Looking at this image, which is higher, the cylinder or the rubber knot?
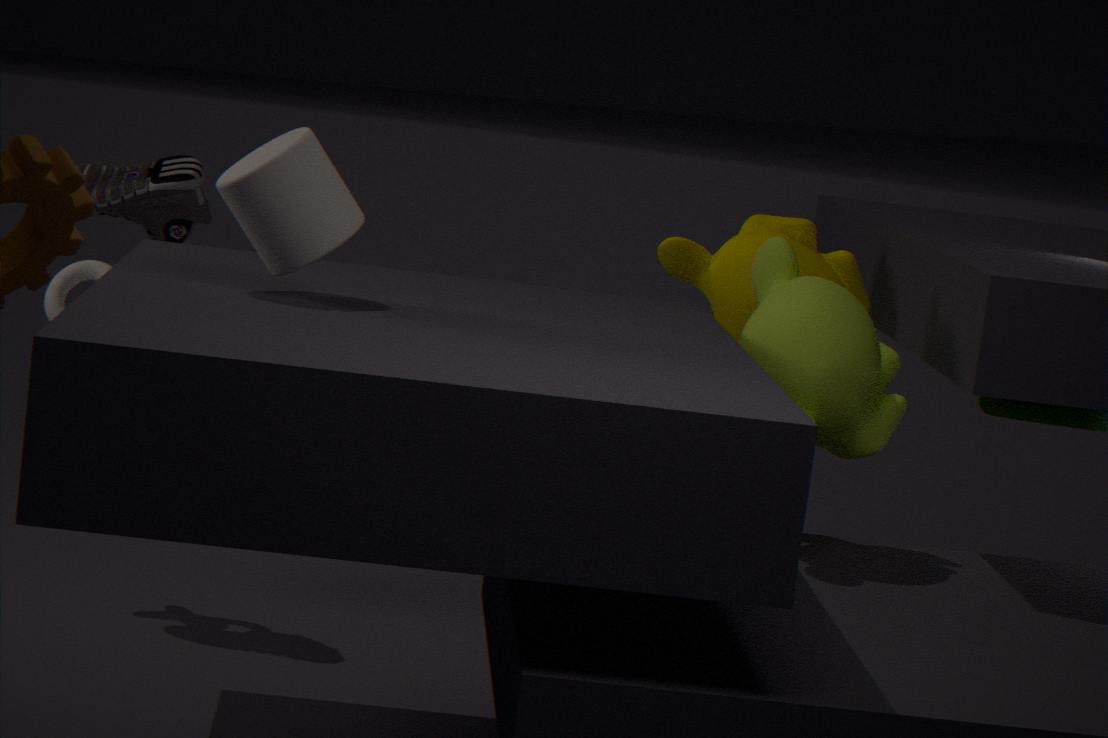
the cylinder
